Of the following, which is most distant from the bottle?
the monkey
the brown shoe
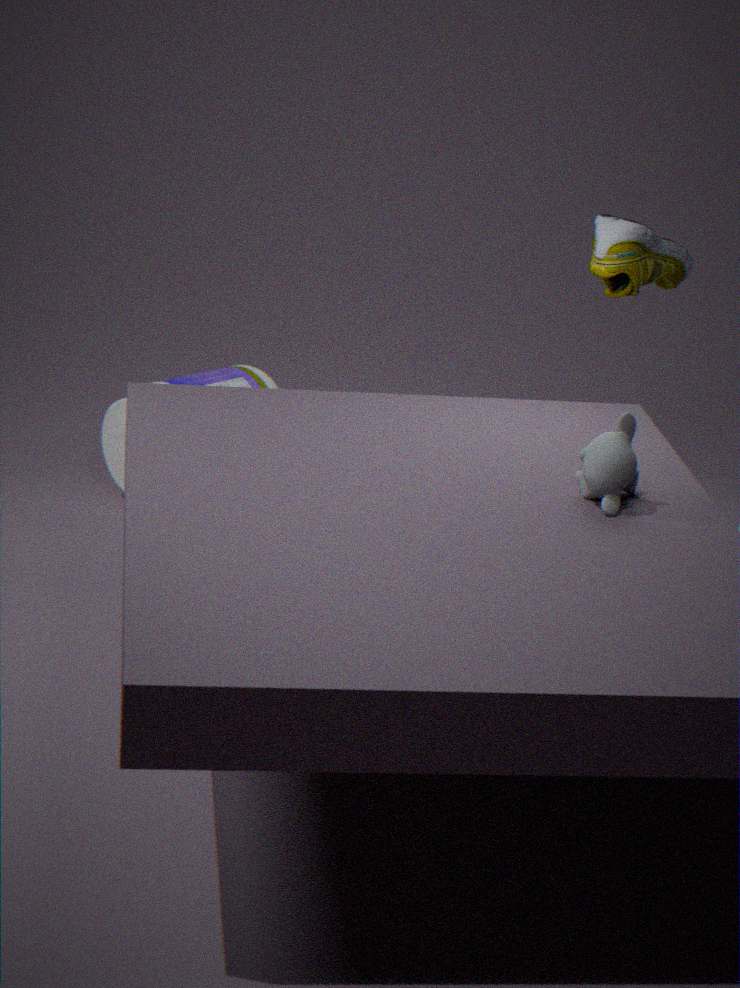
the monkey
